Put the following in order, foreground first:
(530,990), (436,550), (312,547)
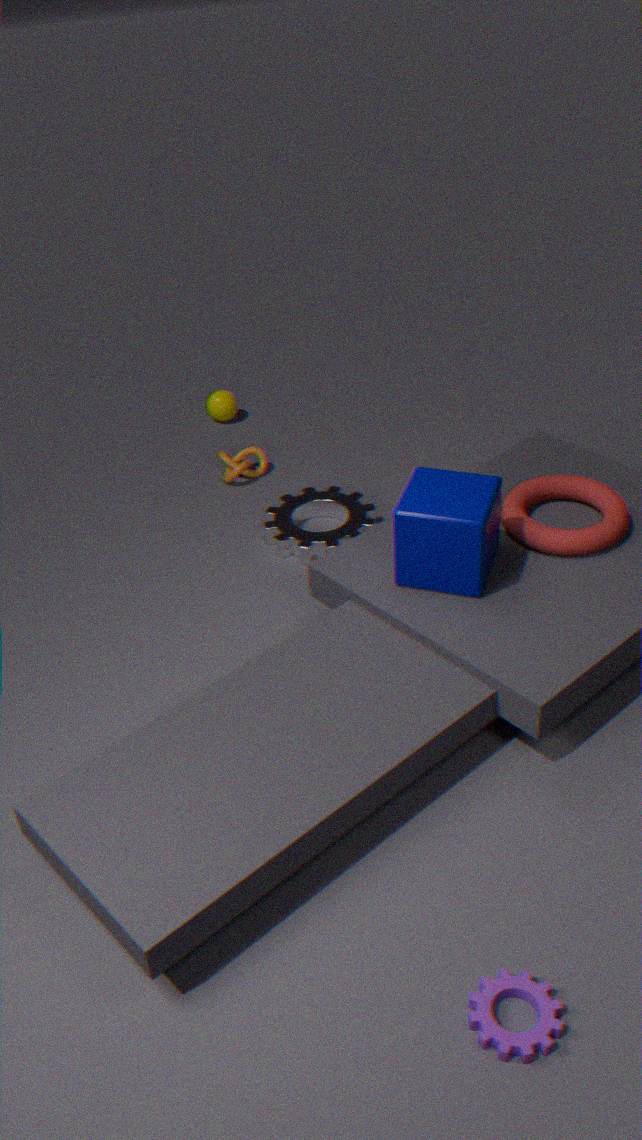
1. (530,990)
2. (436,550)
3. (312,547)
